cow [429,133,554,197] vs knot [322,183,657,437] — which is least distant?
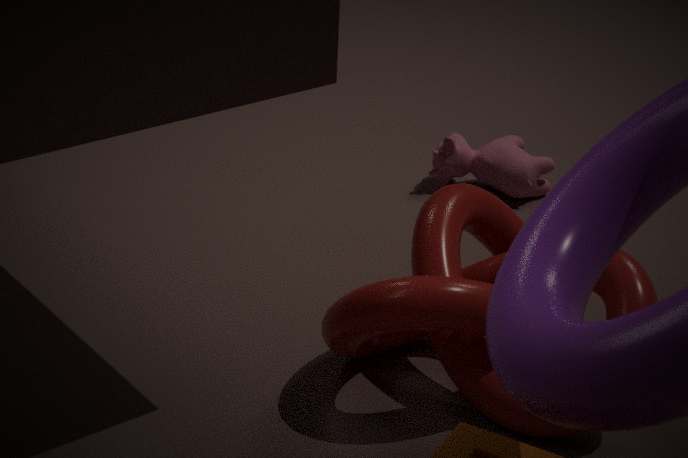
knot [322,183,657,437]
